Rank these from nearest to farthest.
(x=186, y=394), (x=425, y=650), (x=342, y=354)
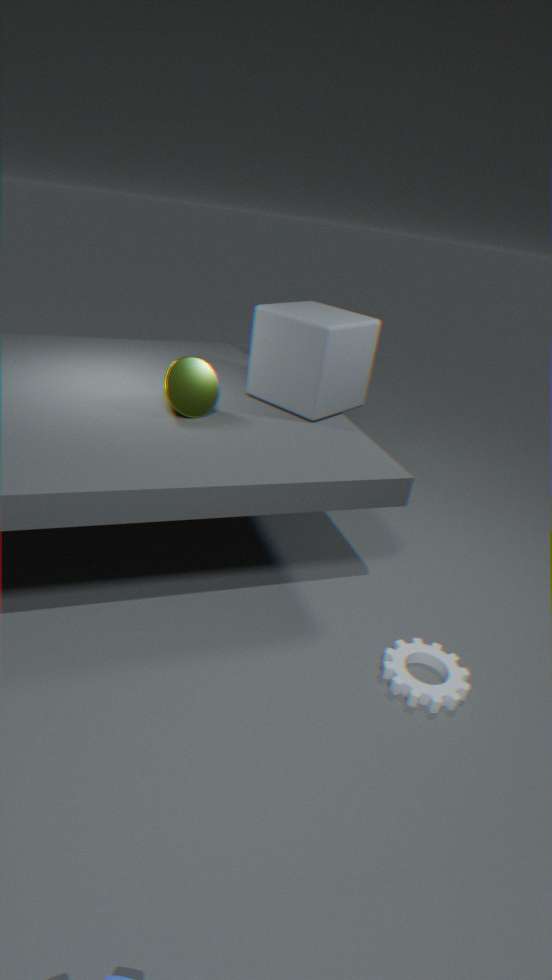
(x=425, y=650), (x=186, y=394), (x=342, y=354)
